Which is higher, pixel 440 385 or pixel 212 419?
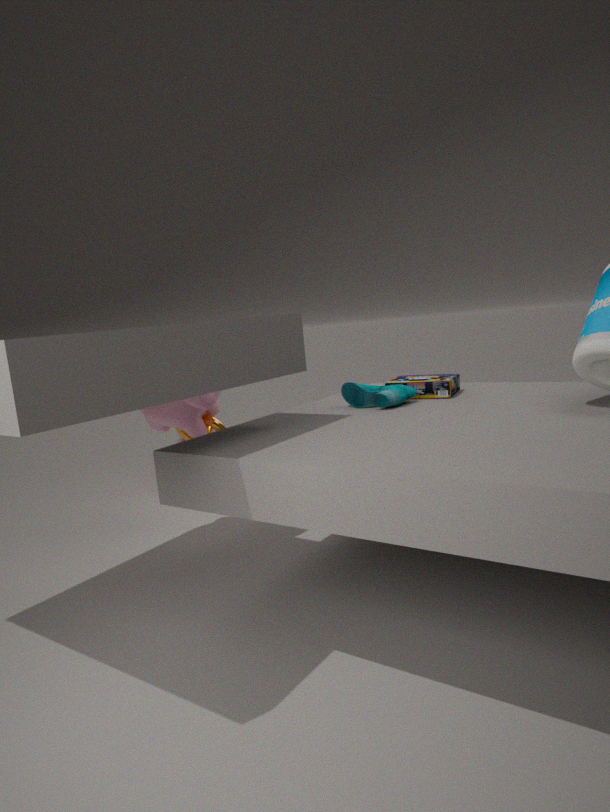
pixel 440 385
